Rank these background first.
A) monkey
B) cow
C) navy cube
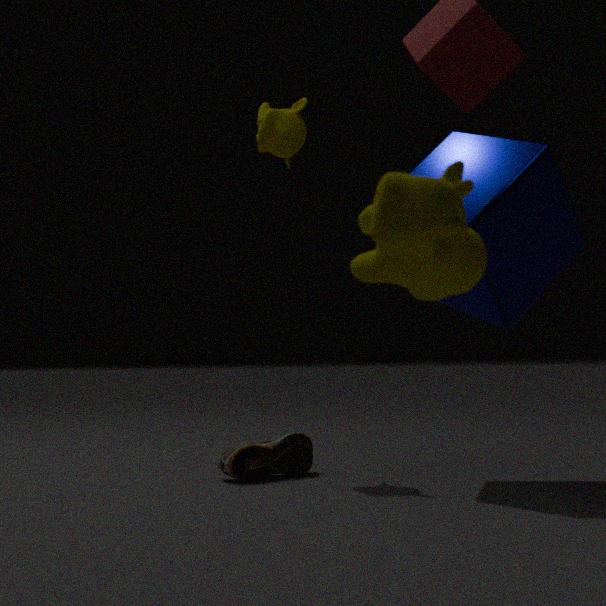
1. monkey
2. navy cube
3. cow
